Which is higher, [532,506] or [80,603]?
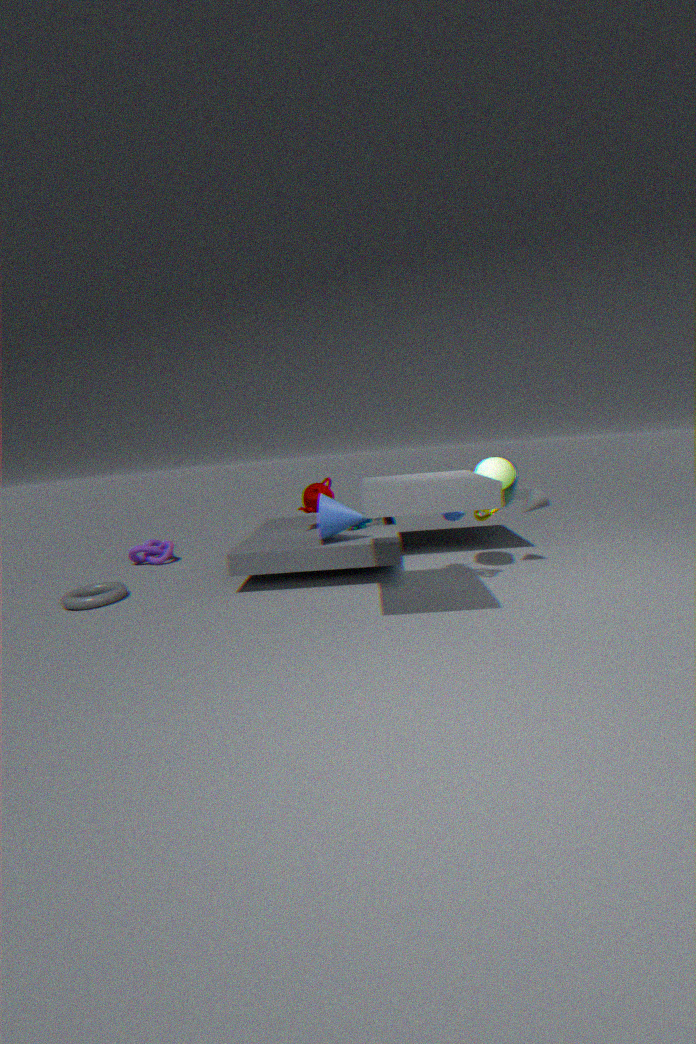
[532,506]
